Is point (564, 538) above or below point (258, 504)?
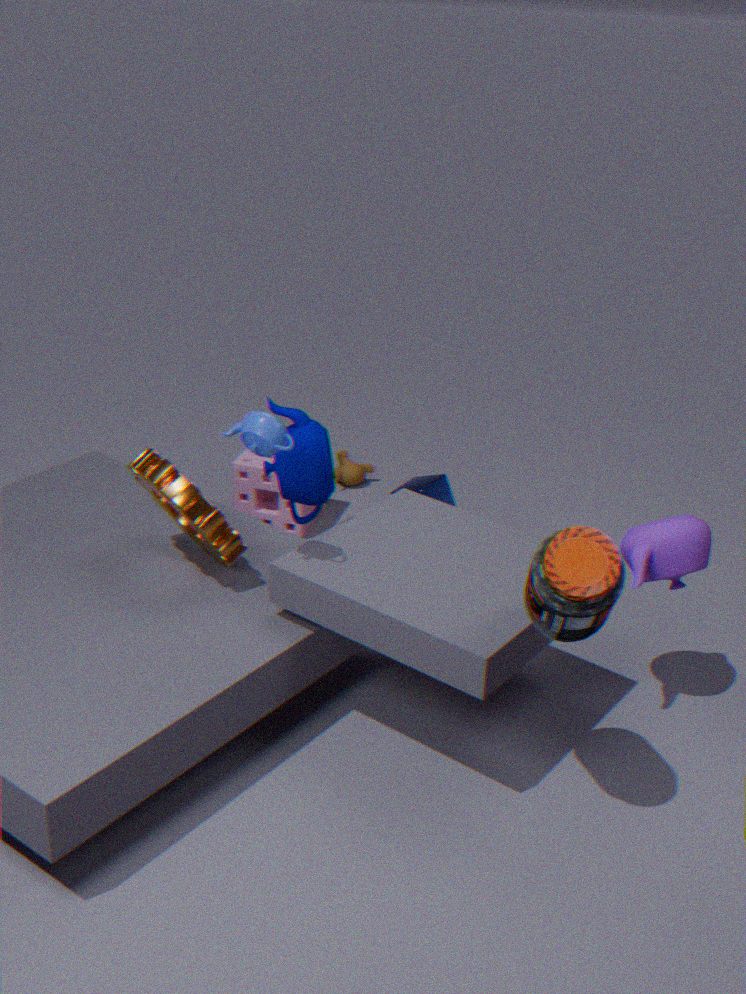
above
